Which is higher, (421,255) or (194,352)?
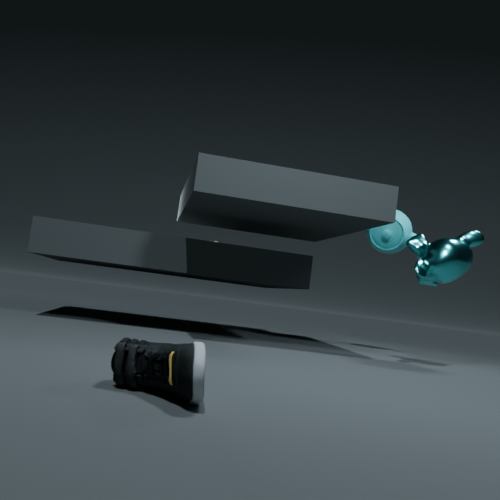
(421,255)
